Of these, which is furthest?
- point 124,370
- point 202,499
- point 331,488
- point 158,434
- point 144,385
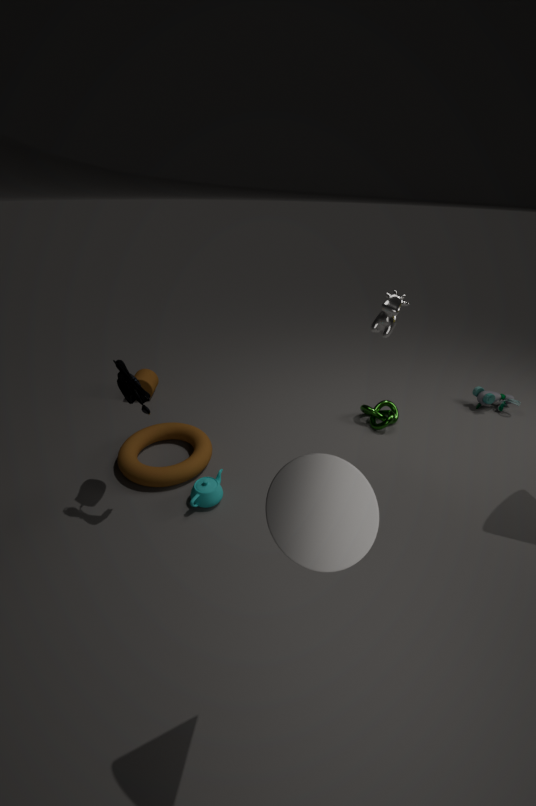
point 144,385
